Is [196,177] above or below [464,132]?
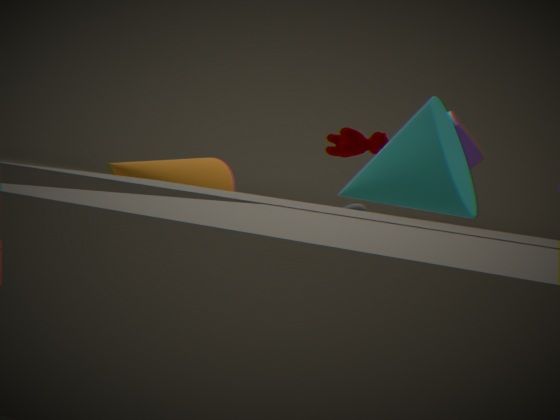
below
